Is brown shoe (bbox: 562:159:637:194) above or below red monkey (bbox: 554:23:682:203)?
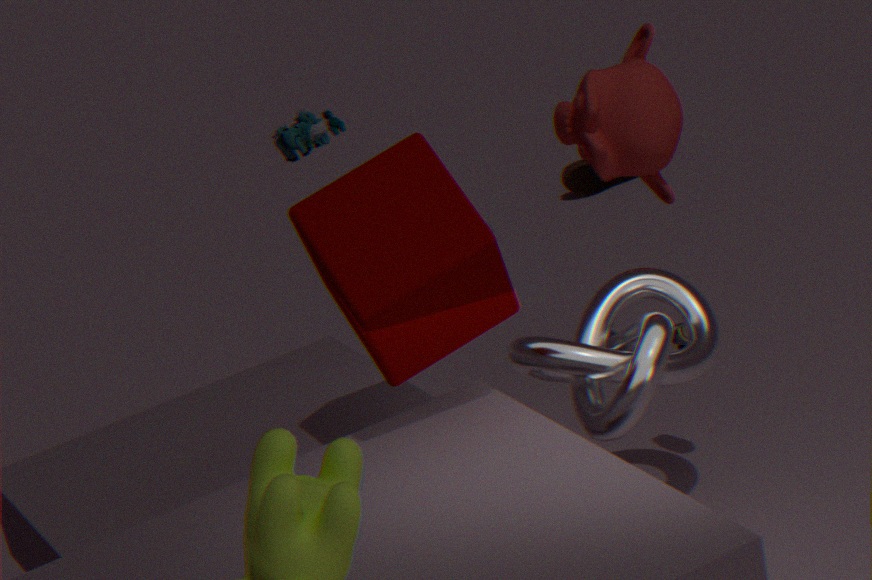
below
